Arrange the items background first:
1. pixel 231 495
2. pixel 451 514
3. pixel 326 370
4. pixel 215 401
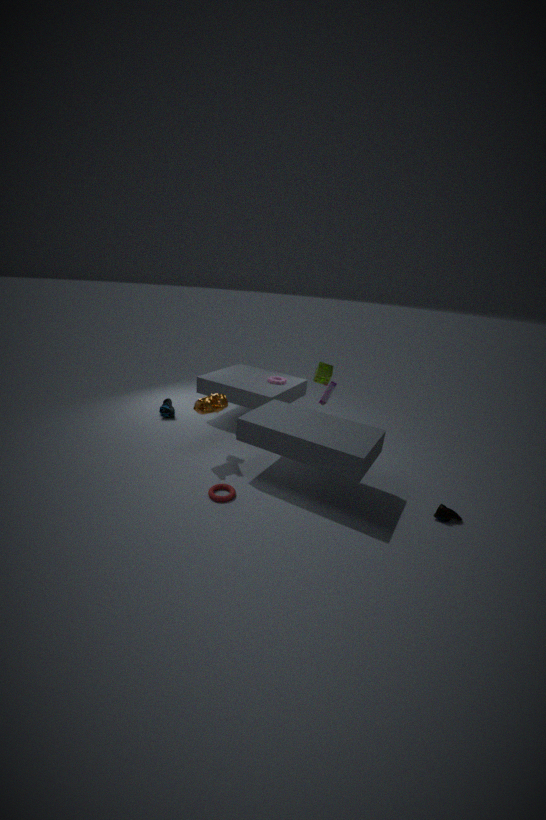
pixel 326 370
pixel 215 401
pixel 231 495
pixel 451 514
